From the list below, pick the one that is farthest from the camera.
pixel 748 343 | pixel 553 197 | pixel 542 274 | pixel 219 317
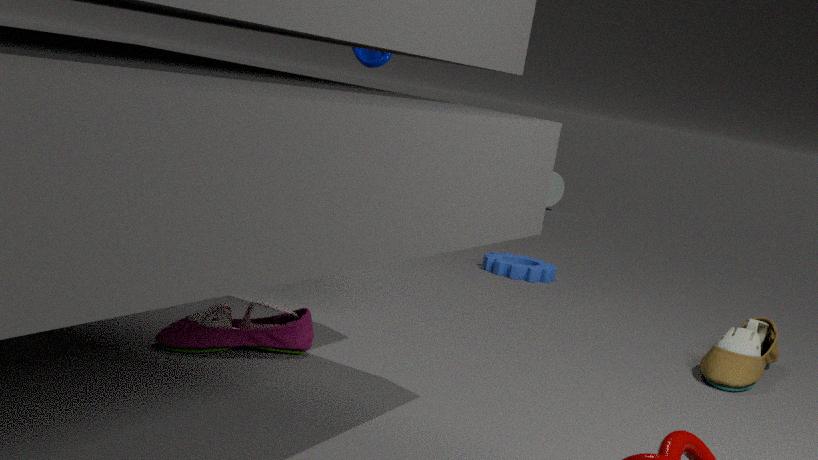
pixel 553 197
